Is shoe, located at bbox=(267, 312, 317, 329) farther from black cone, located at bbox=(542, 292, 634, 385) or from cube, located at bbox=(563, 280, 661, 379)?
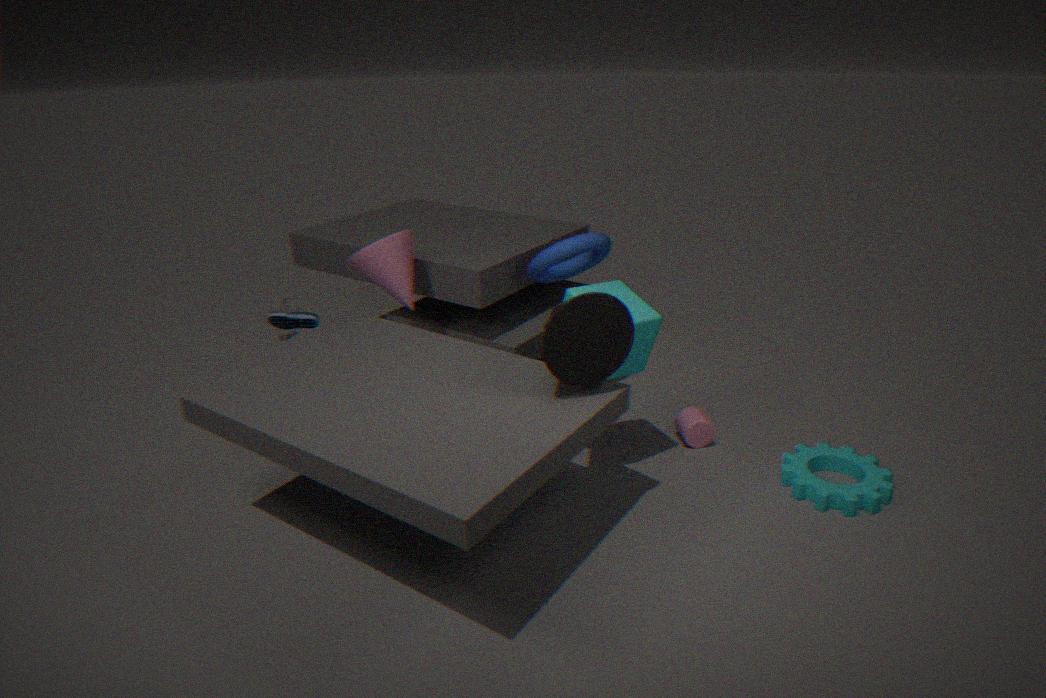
black cone, located at bbox=(542, 292, 634, 385)
